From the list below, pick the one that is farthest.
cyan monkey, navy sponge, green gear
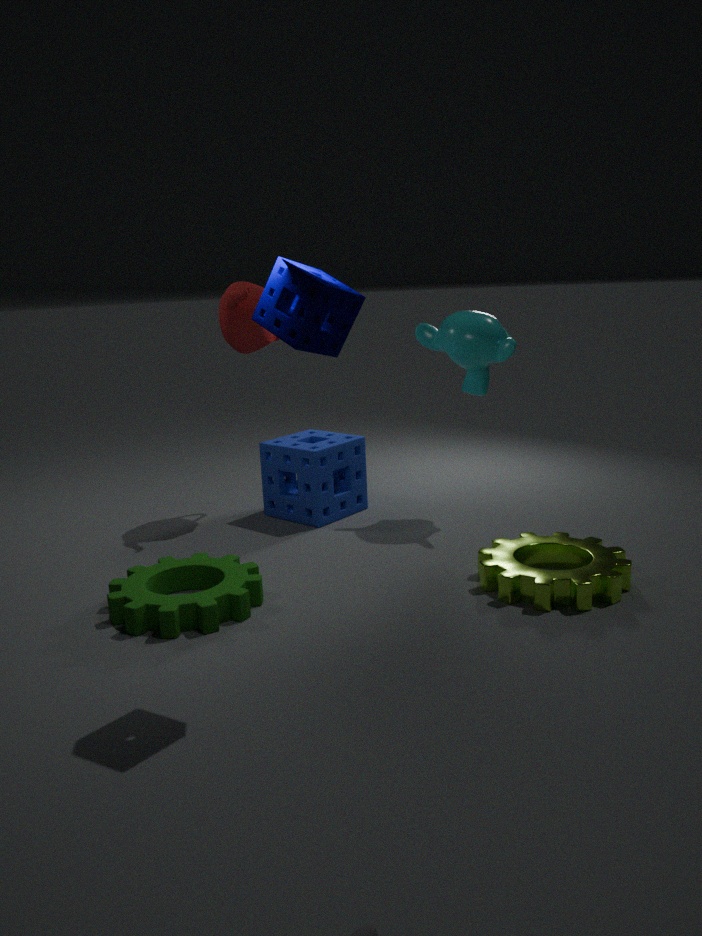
cyan monkey
